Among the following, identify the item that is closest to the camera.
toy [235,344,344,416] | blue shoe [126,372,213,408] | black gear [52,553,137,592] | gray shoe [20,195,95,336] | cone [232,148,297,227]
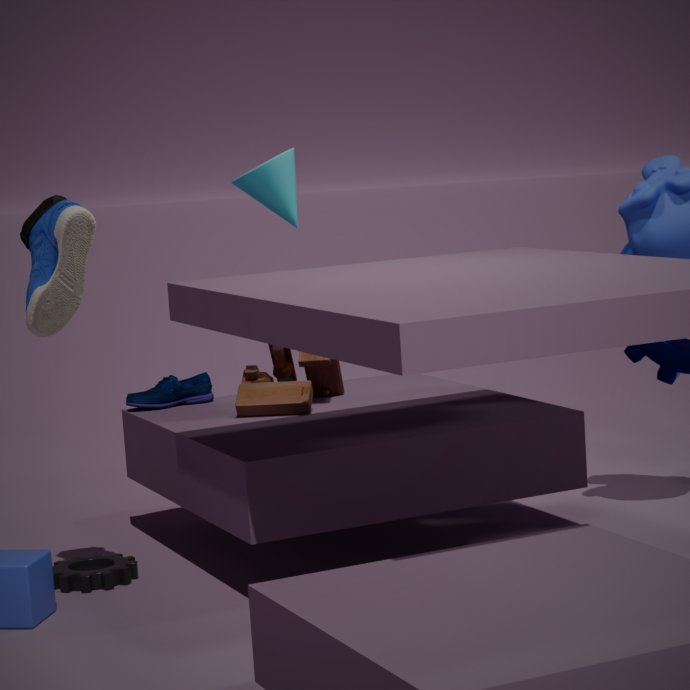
gray shoe [20,195,95,336]
